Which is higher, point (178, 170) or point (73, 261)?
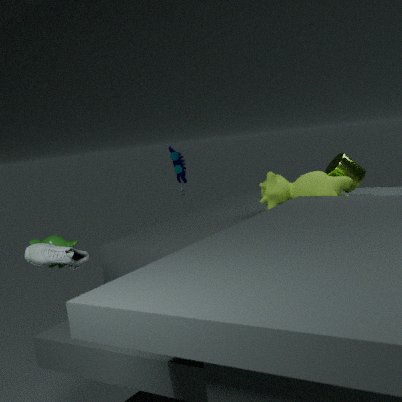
point (178, 170)
